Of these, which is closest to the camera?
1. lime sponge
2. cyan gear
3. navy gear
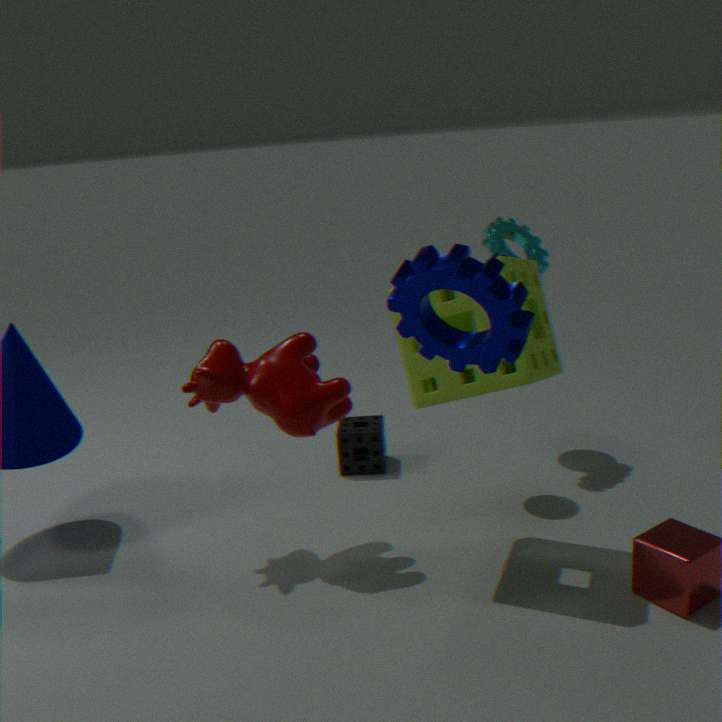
navy gear
